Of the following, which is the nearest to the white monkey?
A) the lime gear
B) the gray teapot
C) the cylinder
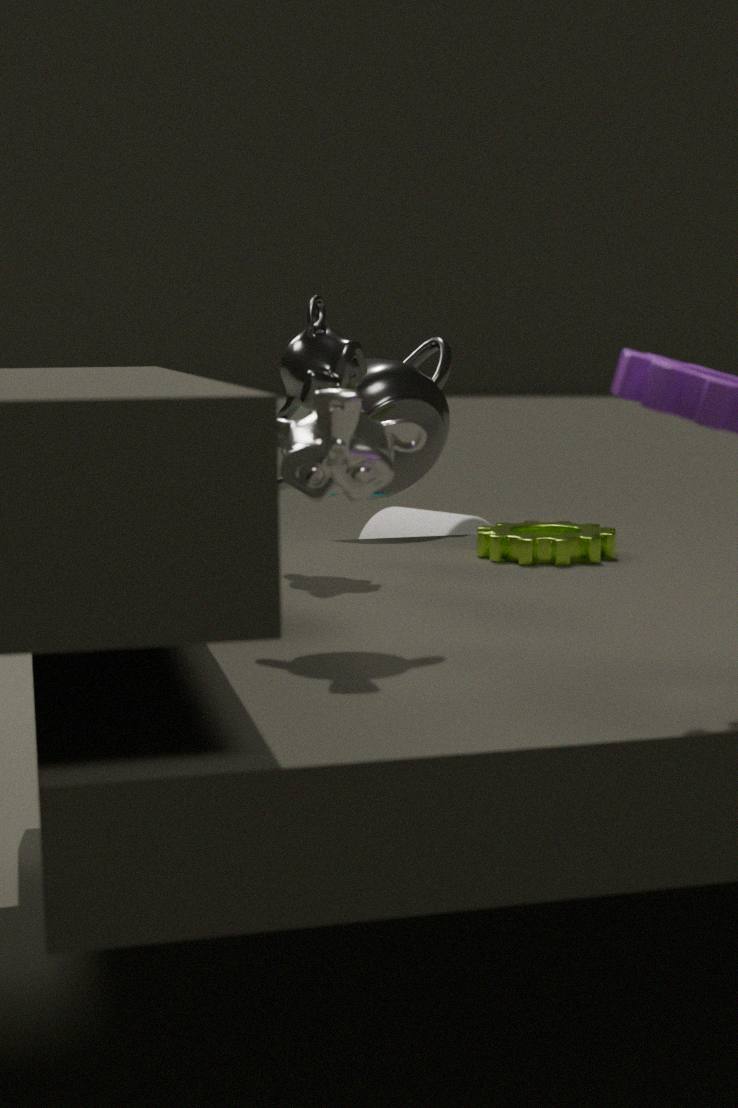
the lime gear
